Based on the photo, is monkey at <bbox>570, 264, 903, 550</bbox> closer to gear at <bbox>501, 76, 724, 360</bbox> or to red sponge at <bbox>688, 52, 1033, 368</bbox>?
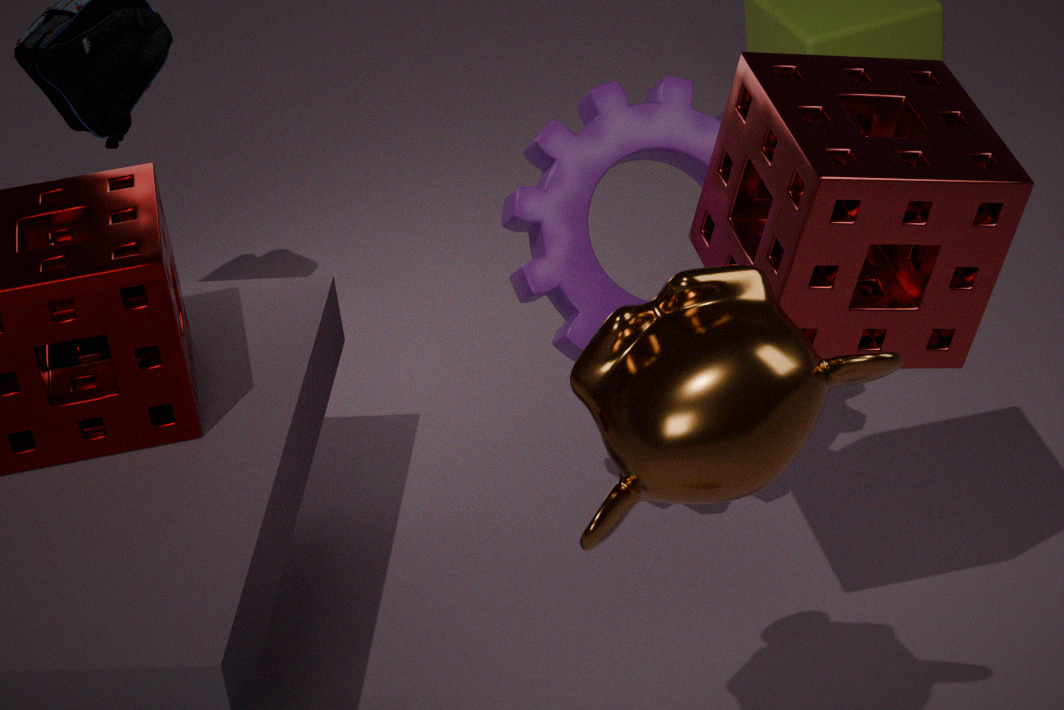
red sponge at <bbox>688, 52, 1033, 368</bbox>
